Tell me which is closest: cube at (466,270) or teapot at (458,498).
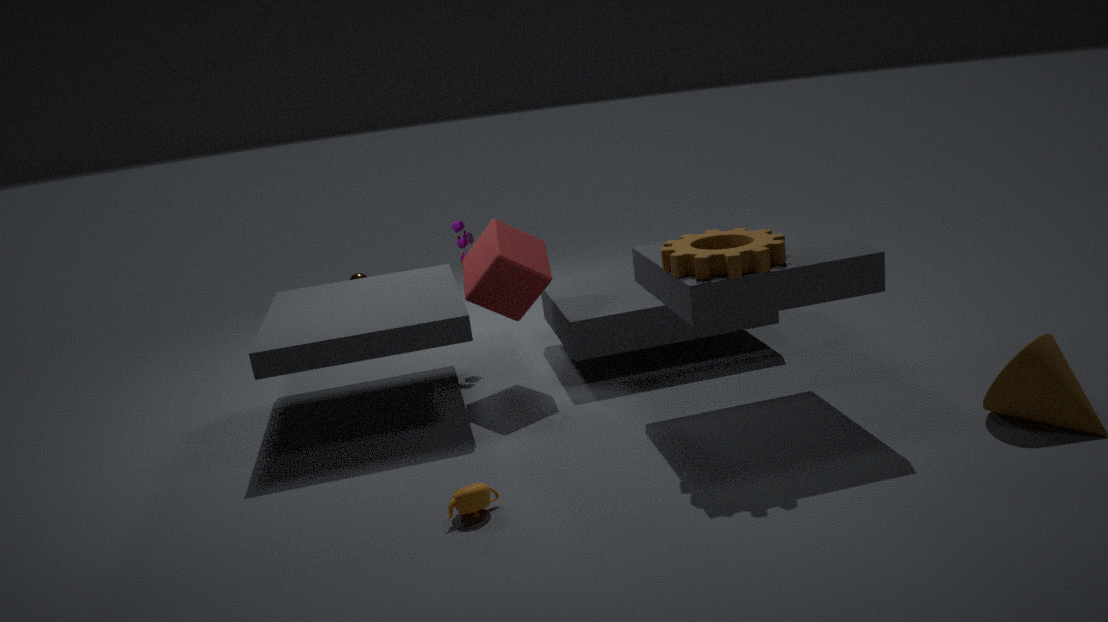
teapot at (458,498)
